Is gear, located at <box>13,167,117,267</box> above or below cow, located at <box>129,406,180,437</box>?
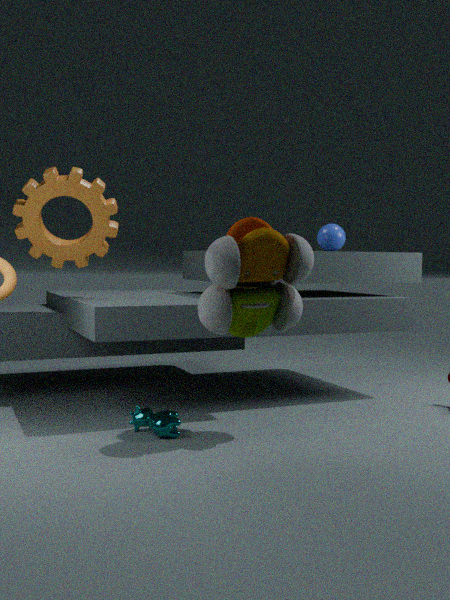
above
